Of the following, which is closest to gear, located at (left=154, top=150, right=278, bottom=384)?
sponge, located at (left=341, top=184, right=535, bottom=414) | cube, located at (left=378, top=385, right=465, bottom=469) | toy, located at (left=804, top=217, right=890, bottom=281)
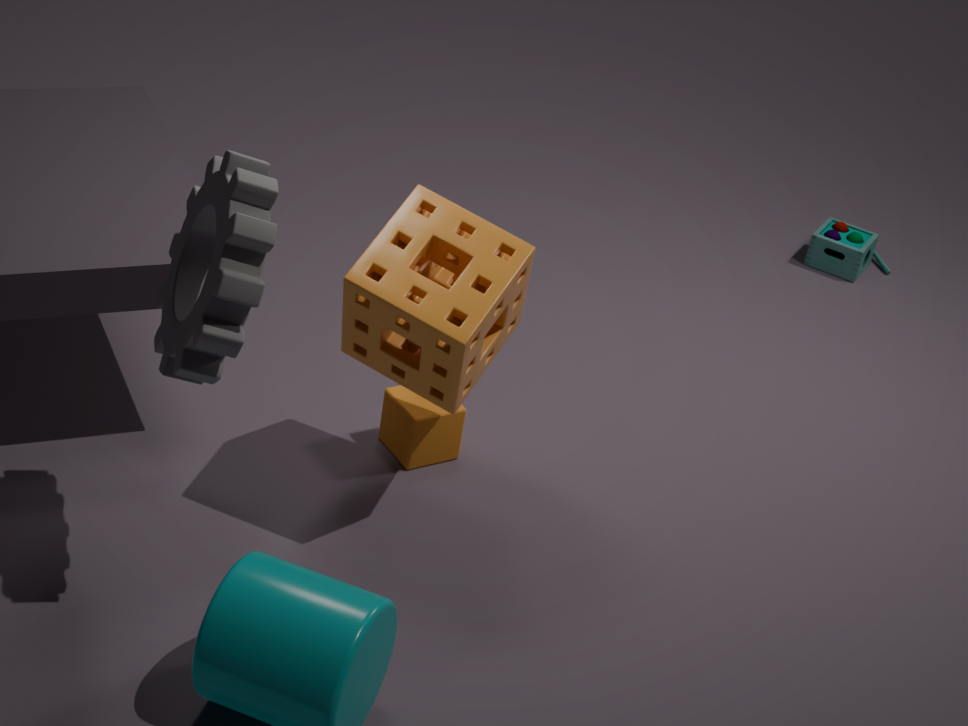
sponge, located at (left=341, top=184, right=535, bottom=414)
